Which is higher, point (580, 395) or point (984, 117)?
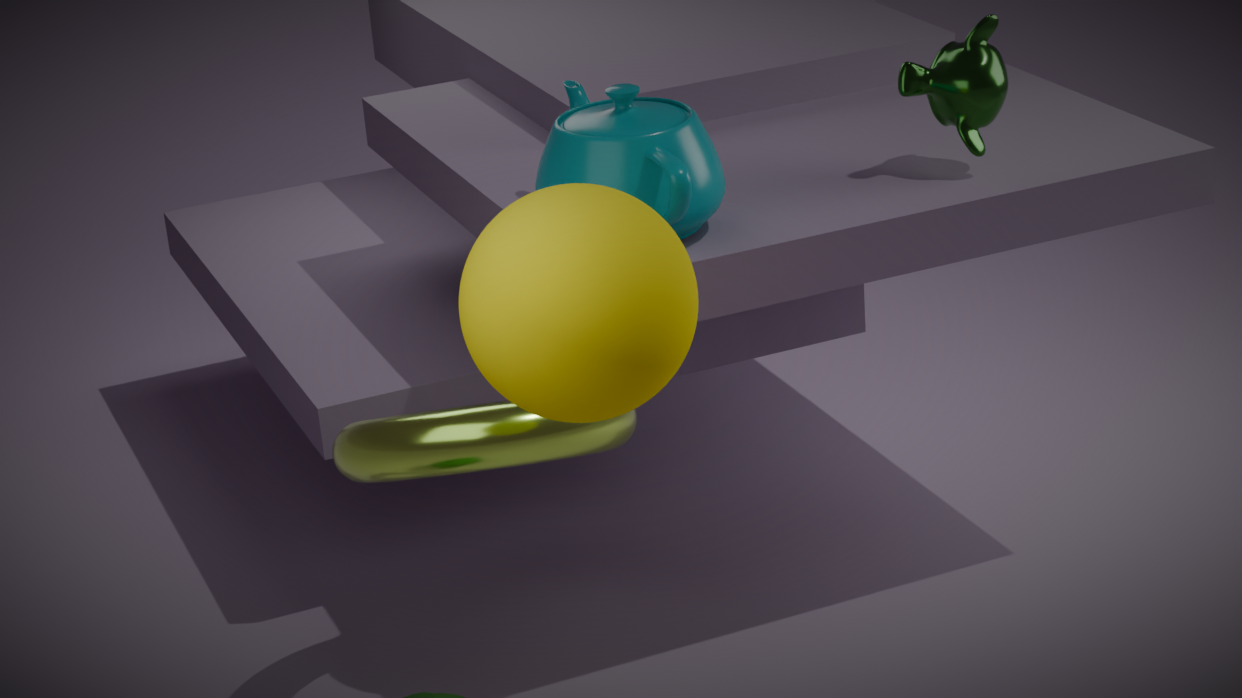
point (984, 117)
